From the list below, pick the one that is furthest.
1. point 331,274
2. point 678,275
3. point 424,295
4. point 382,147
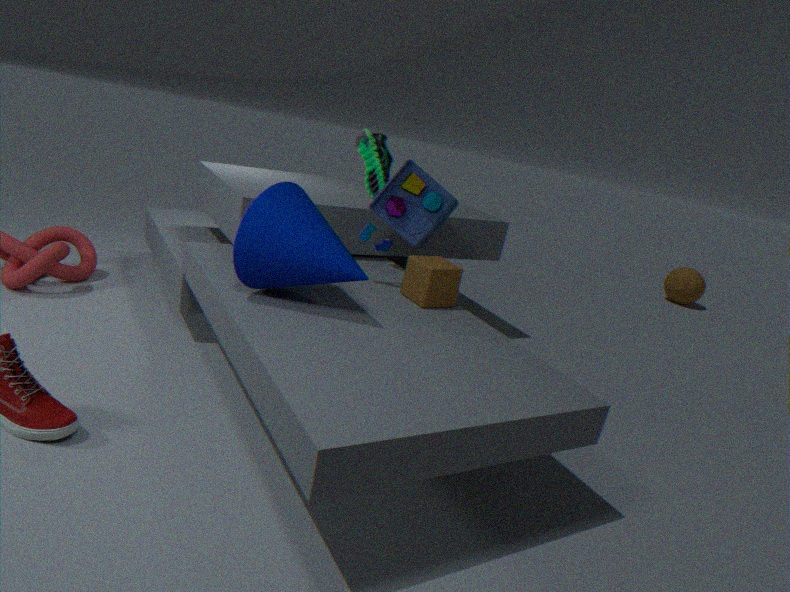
point 678,275
